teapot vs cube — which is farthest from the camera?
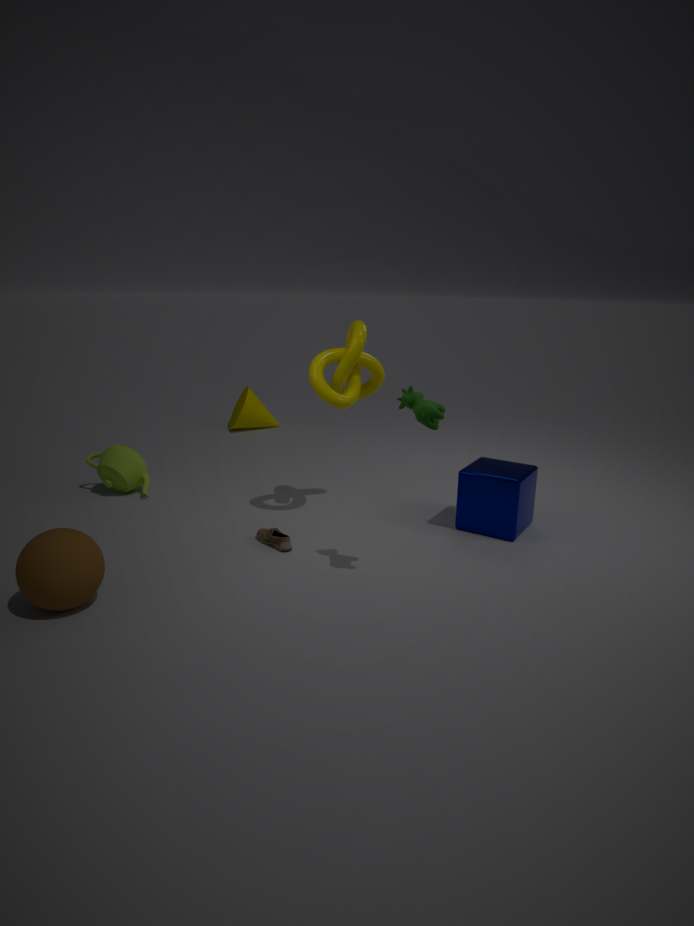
teapot
